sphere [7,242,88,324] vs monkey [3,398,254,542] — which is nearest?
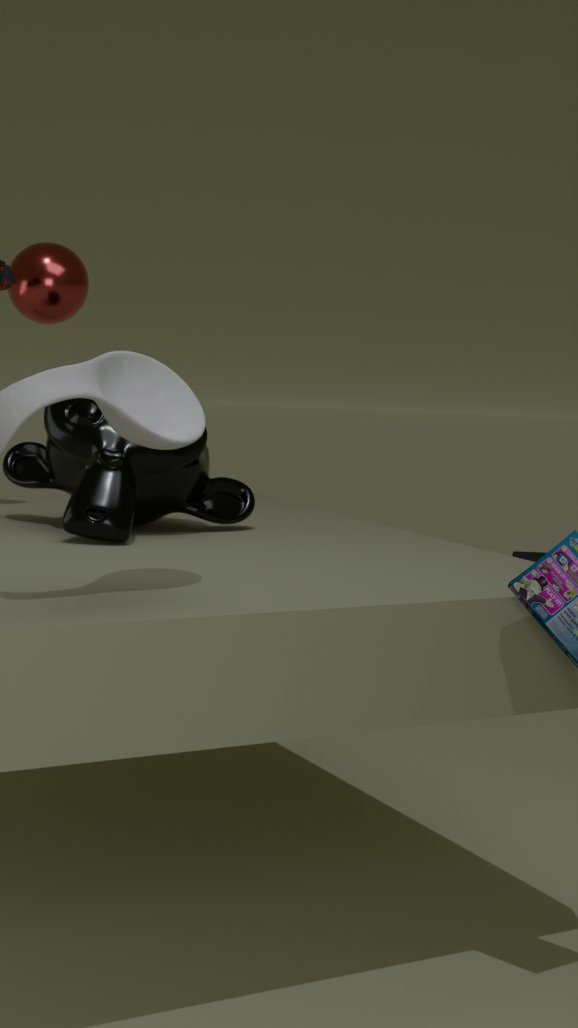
monkey [3,398,254,542]
